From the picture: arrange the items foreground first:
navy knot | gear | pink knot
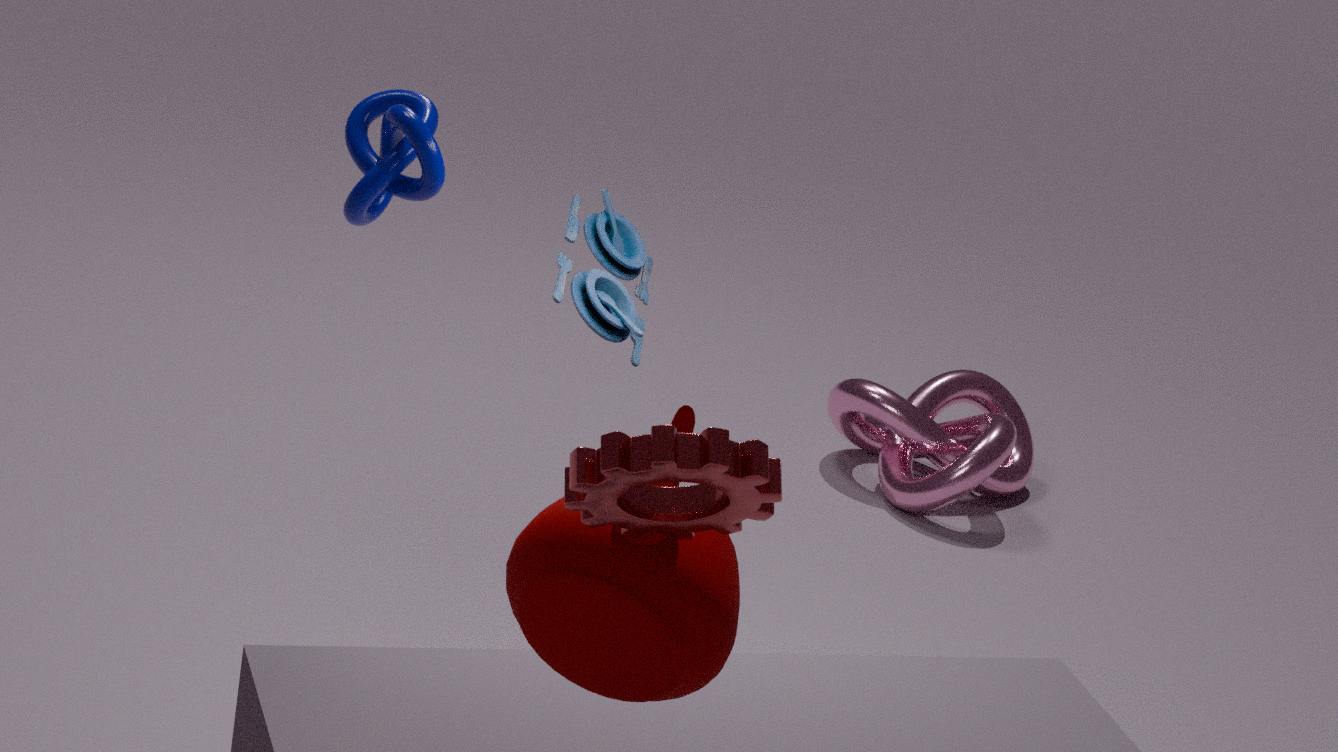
gear
navy knot
pink knot
